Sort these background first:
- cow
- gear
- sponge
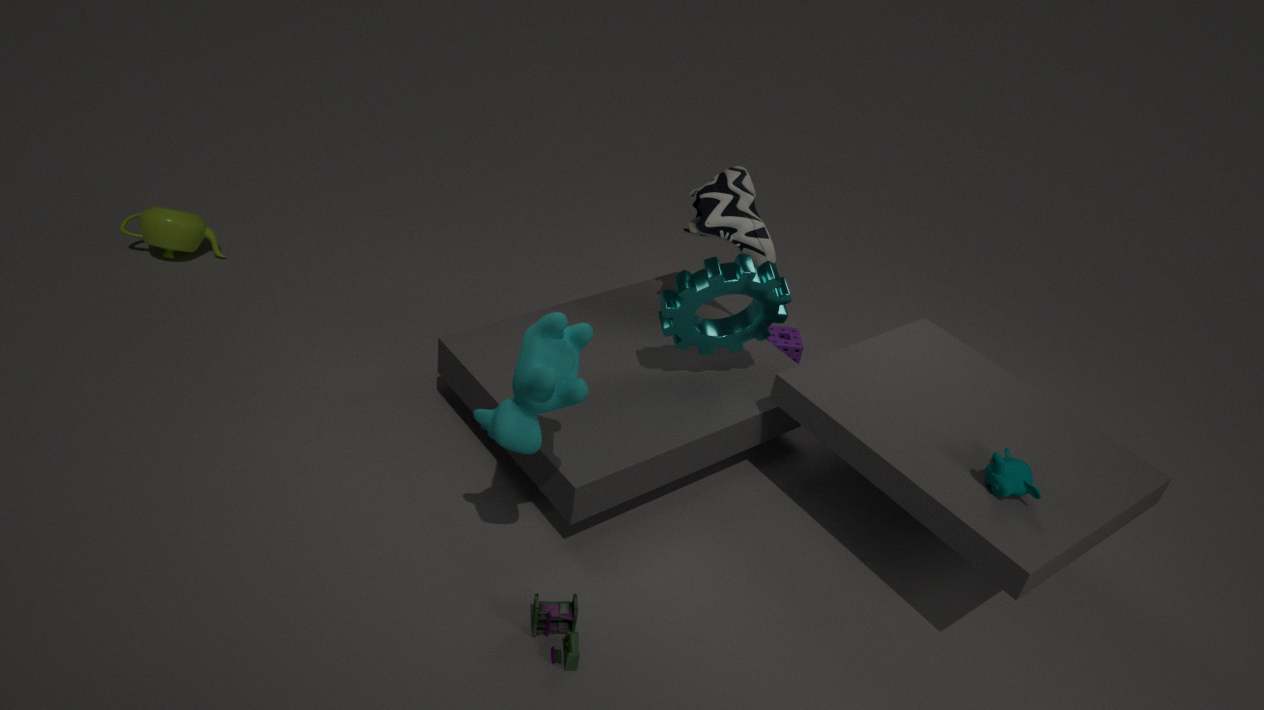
sponge
gear
cow
